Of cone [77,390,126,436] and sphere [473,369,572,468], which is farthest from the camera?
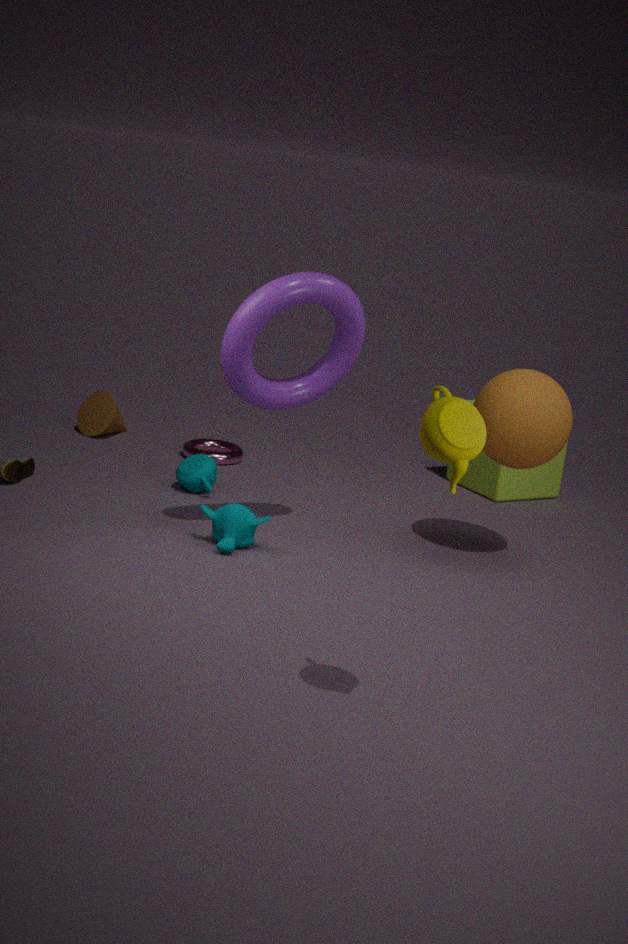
cone [77,390,126,436]
